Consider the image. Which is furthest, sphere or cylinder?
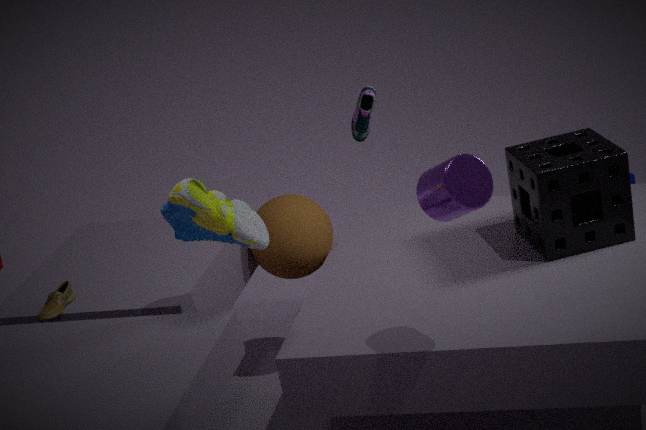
sphere
